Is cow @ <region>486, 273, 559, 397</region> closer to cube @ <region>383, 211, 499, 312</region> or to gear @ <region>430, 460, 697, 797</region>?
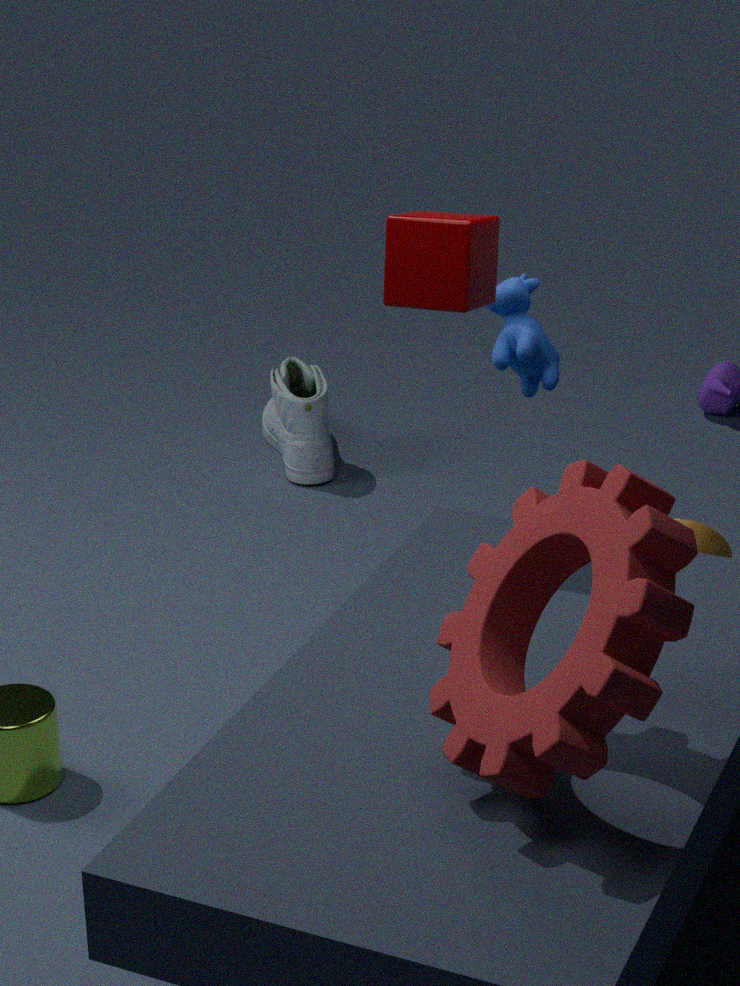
cube @ <region>383, 211, 499, 312</region>
